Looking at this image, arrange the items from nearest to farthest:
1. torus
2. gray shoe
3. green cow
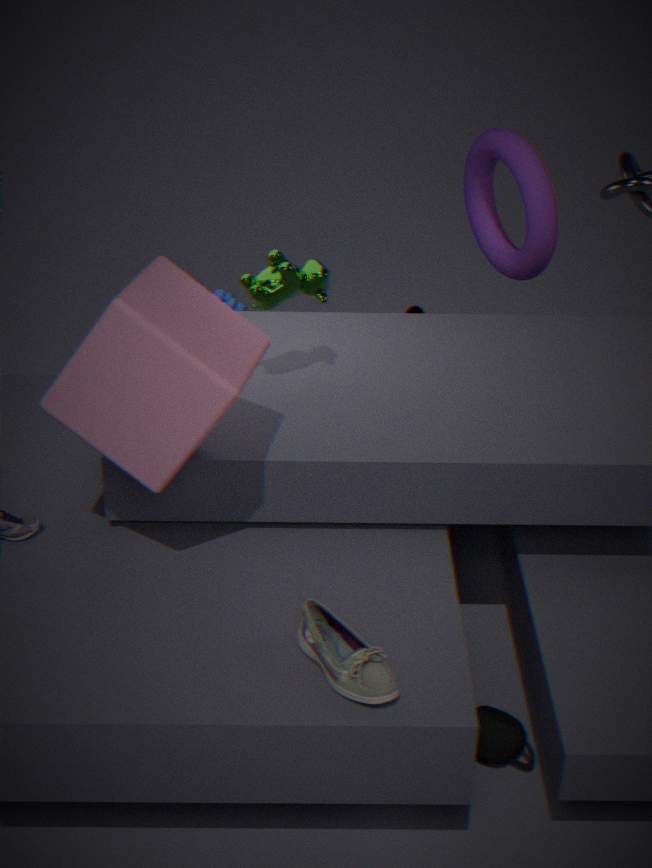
1. gray shoe
2. green cow
3. torus
